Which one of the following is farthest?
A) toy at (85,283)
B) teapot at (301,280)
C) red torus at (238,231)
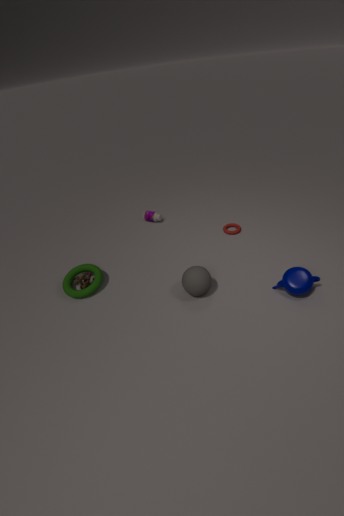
red torus at (238,231)
